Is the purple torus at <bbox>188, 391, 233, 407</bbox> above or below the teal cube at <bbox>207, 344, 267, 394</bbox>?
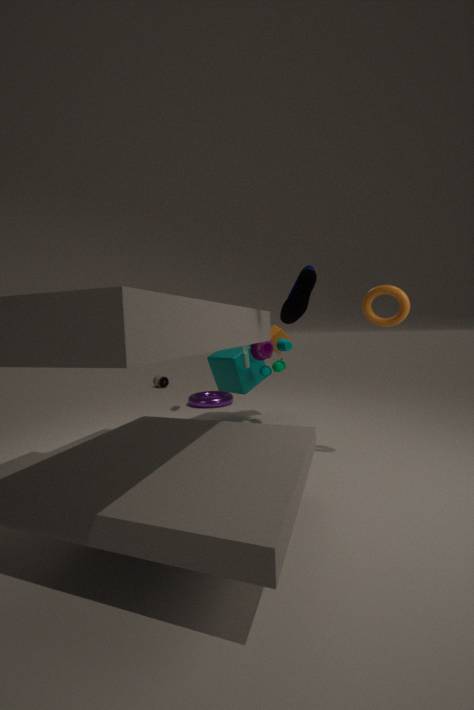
below
